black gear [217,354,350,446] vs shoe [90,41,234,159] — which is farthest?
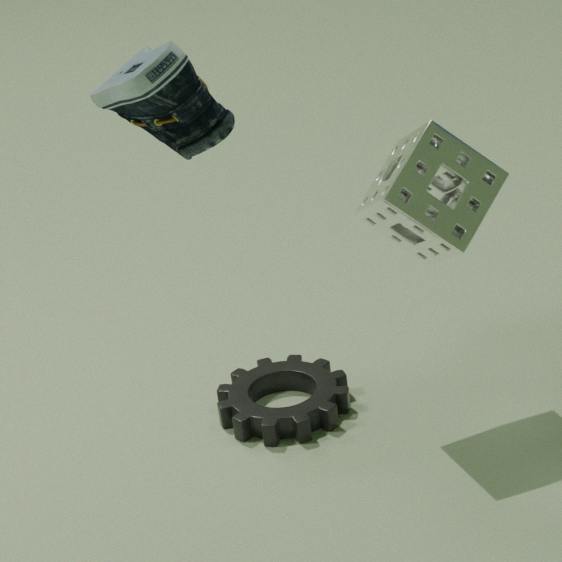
black gear [217,354,350,446]
